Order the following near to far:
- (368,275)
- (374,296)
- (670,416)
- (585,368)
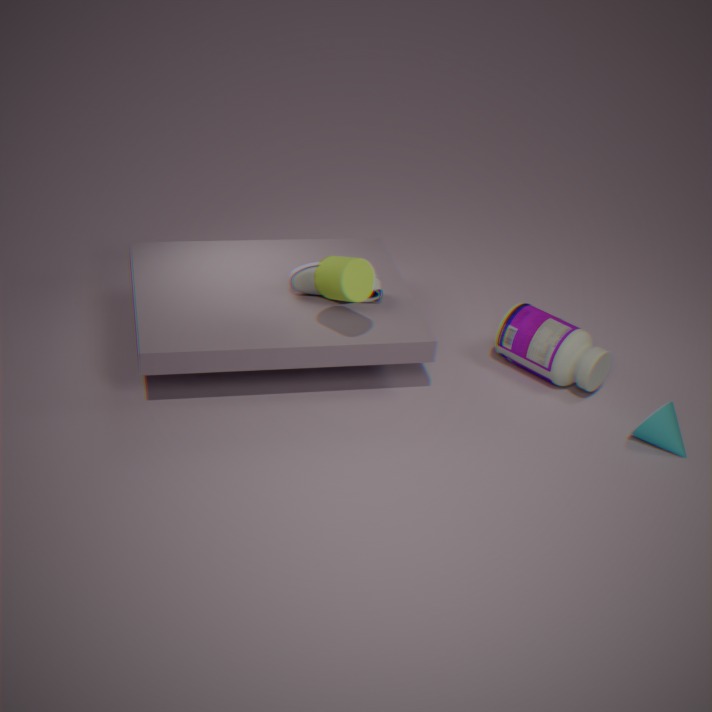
(368,275) < (670,416) < (585,368) < (374,296)
